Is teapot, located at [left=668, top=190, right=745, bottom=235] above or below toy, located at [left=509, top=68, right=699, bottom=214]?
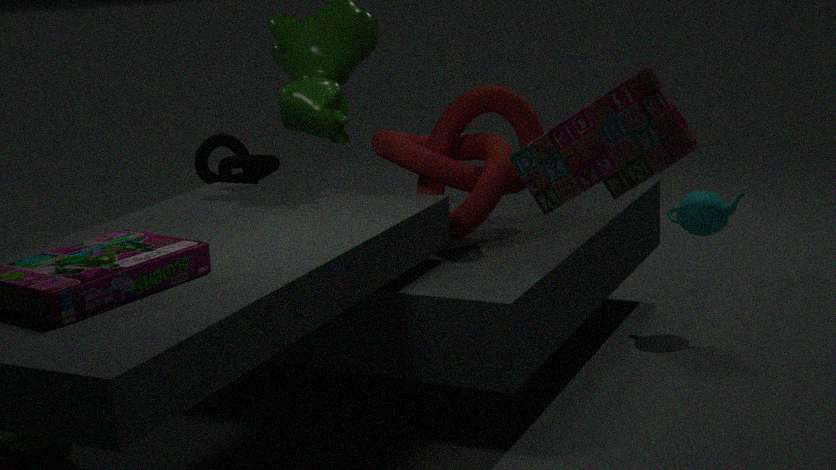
below
